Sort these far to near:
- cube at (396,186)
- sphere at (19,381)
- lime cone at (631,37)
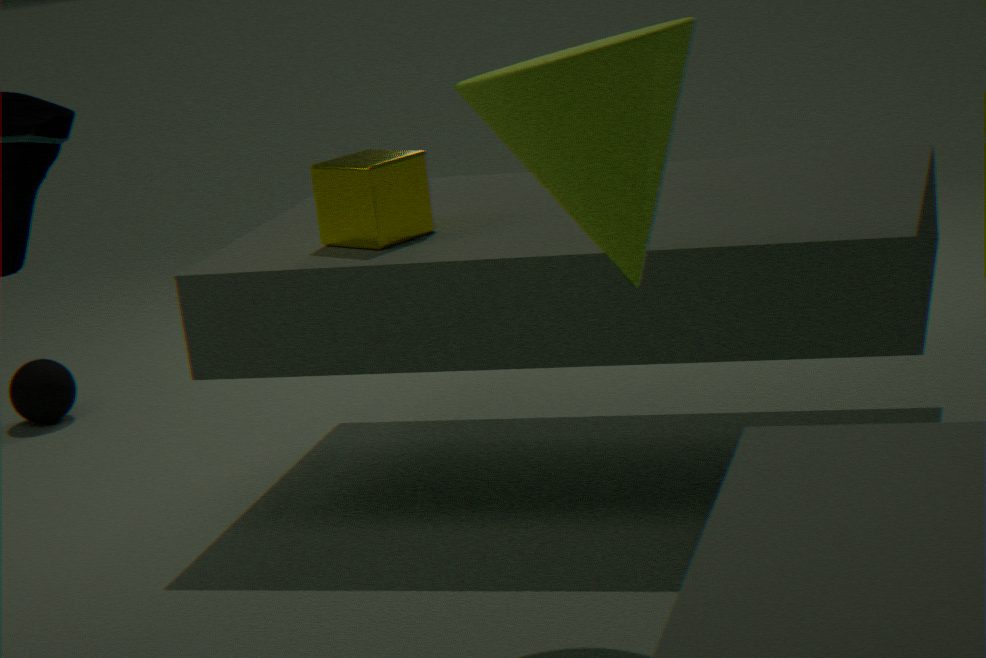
sphere at (19,381), cube at (396,186), lime cone at (631,37)
